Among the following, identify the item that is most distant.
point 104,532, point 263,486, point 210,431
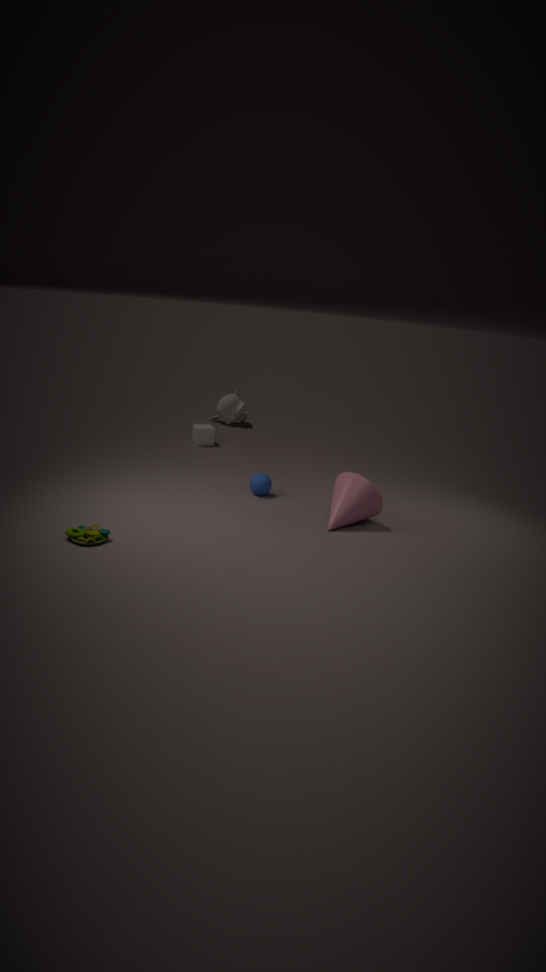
point 210,431
